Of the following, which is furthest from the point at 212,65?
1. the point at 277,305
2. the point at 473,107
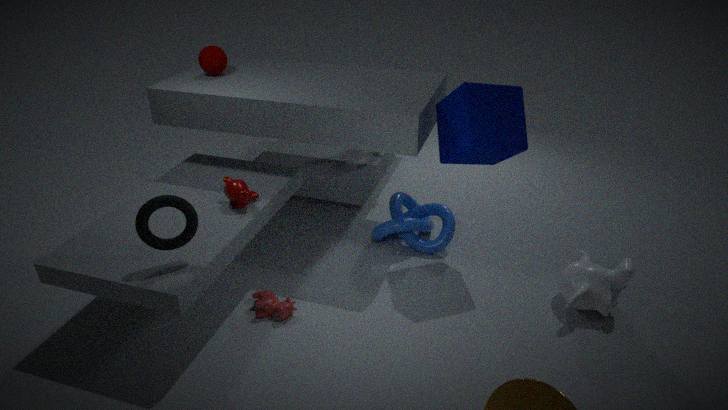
the point at 473,107
